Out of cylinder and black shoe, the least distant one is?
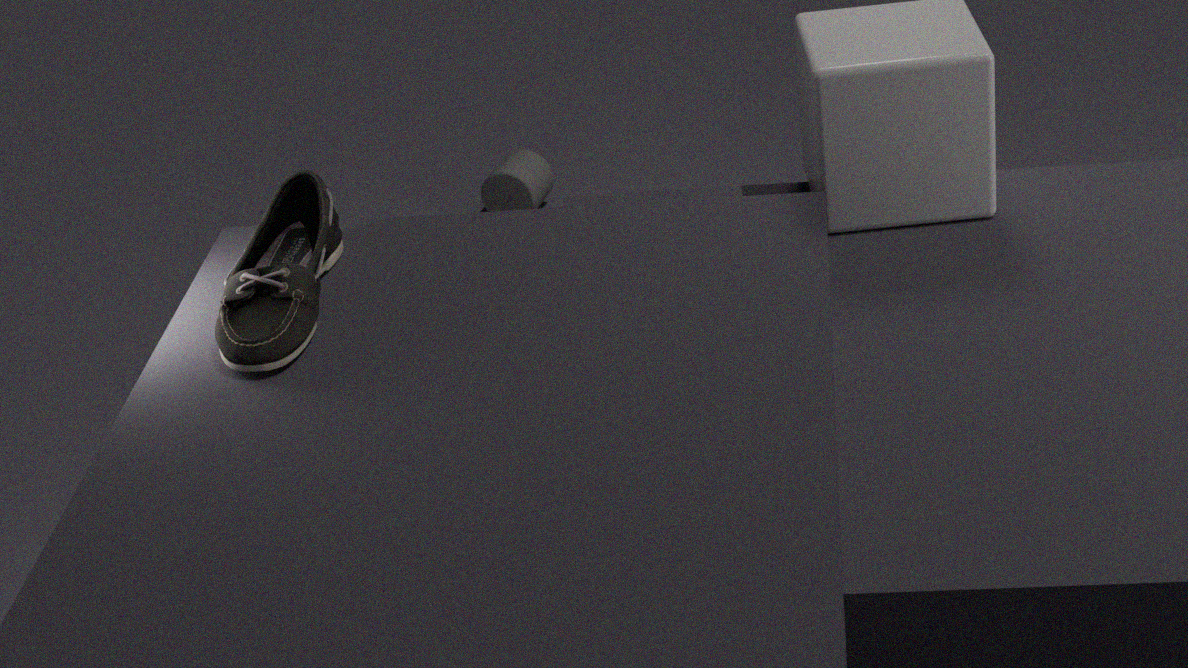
black shoe
